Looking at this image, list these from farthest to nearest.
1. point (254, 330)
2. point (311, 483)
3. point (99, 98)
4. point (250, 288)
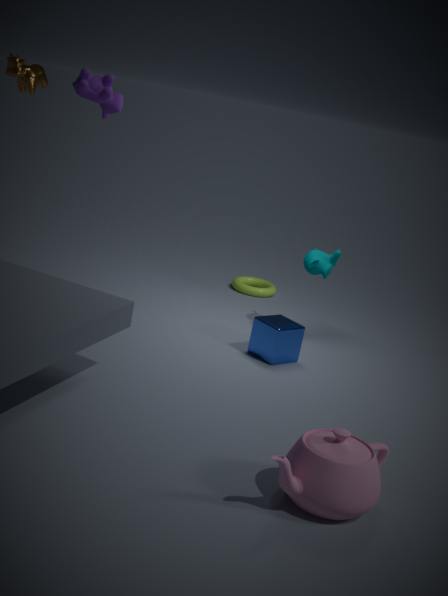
point (250, 288), point (254, 330), point (99, 98), point (311, 483)
